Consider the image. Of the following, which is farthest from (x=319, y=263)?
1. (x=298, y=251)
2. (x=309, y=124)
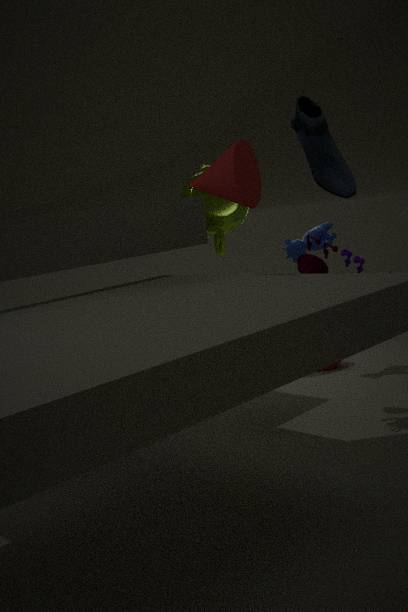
(x=298, y=251)
